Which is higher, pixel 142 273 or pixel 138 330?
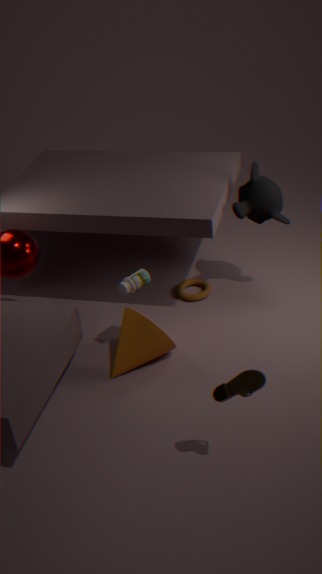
pixel 142 273
